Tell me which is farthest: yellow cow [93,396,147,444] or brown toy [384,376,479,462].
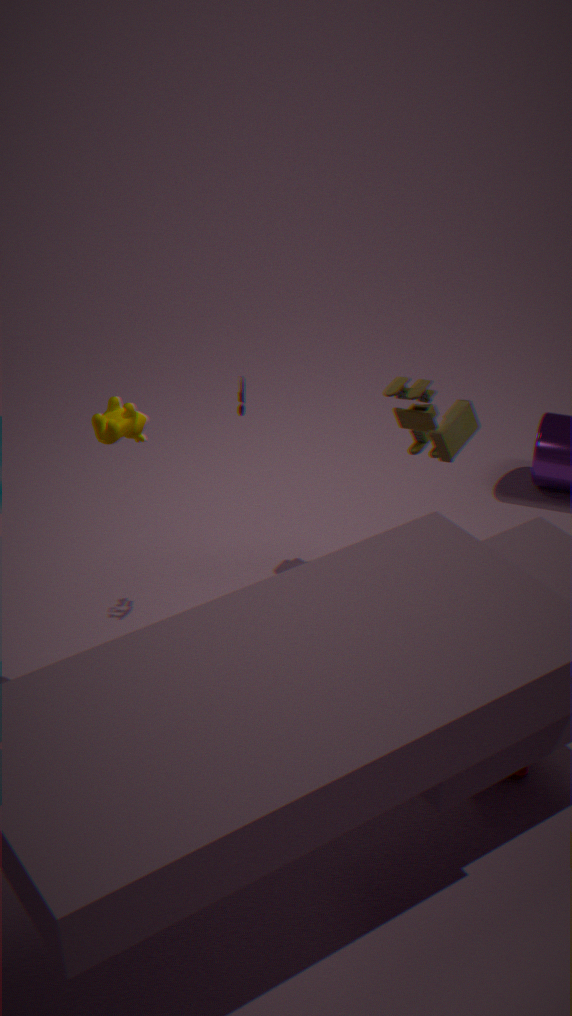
Answer: brown toy [384,376,479,462]
